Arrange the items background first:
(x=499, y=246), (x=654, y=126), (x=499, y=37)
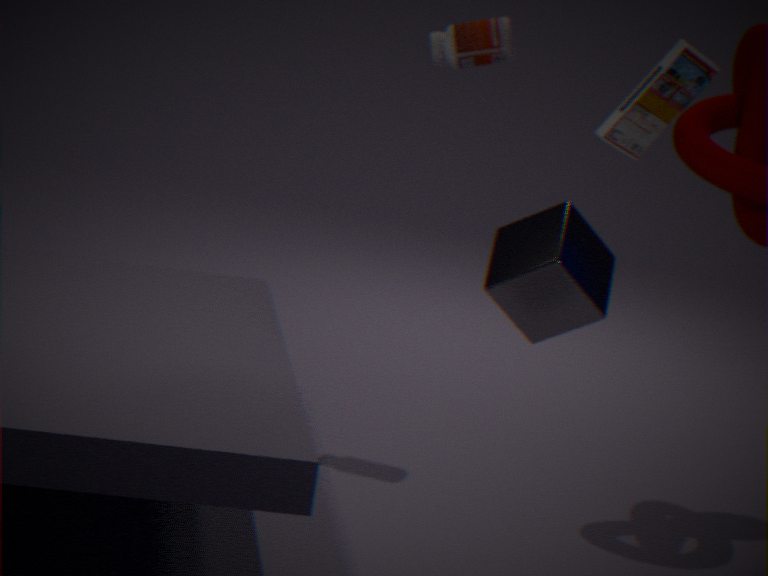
(x=499, y=37) → (x=499, y=246) → (x=654, y=126)
